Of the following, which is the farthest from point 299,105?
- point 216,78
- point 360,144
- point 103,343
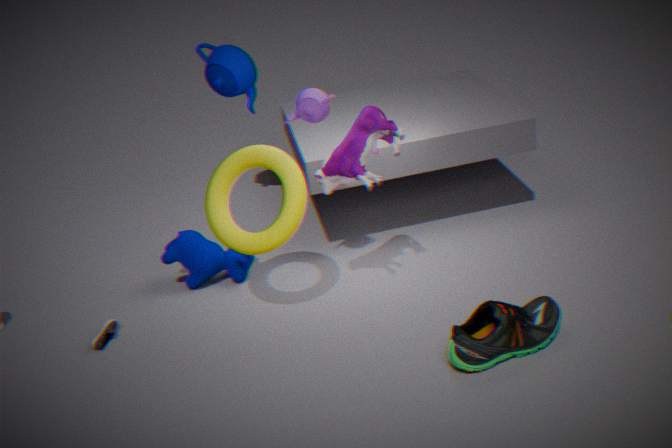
point 103,343
